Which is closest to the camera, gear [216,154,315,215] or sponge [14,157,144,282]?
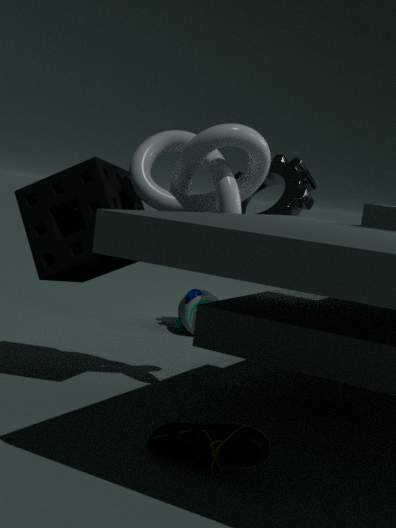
sponge [14,157,144,282]
